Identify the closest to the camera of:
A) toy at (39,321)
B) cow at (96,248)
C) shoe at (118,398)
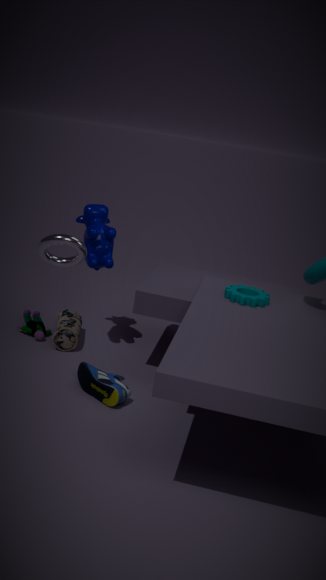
shoe at (118,398)
